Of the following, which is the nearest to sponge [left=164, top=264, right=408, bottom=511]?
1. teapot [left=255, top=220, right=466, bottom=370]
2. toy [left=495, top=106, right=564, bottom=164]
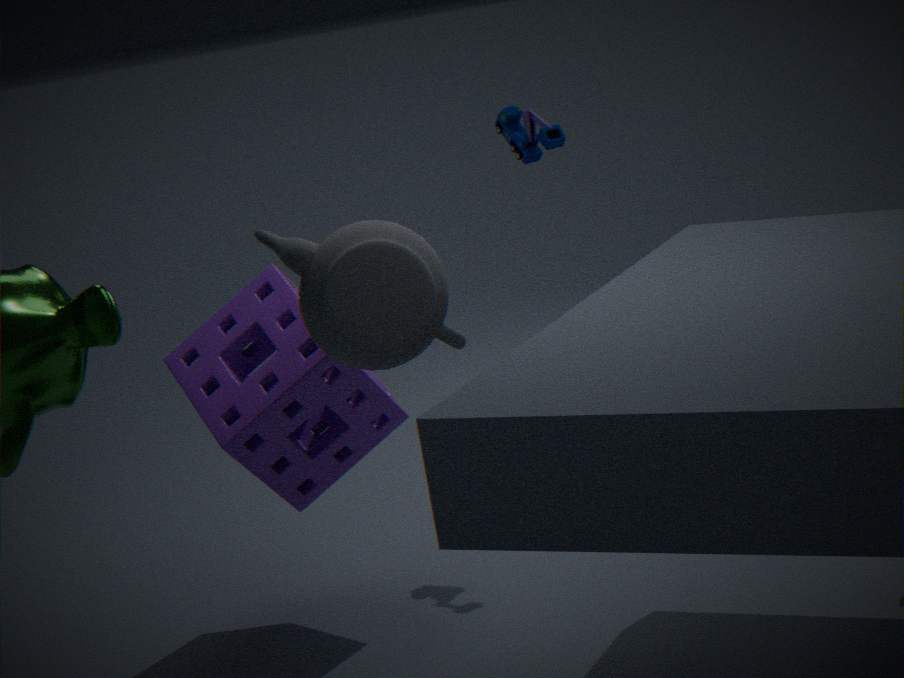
→ teapot [left=255, top=220, right=466, bottom=370]
